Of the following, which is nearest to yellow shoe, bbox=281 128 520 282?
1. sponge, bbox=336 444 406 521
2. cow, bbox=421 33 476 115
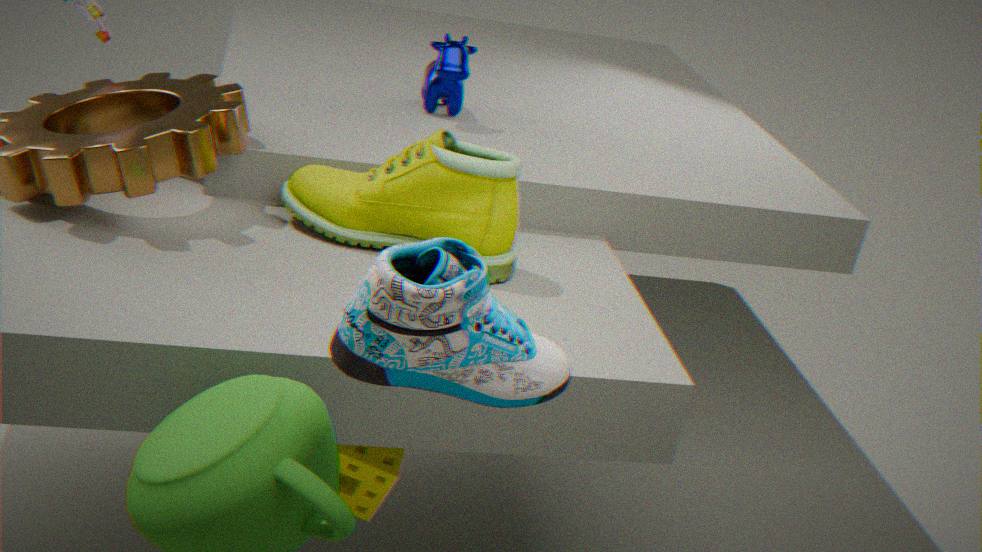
sponge, bbox=336 444 406 521
